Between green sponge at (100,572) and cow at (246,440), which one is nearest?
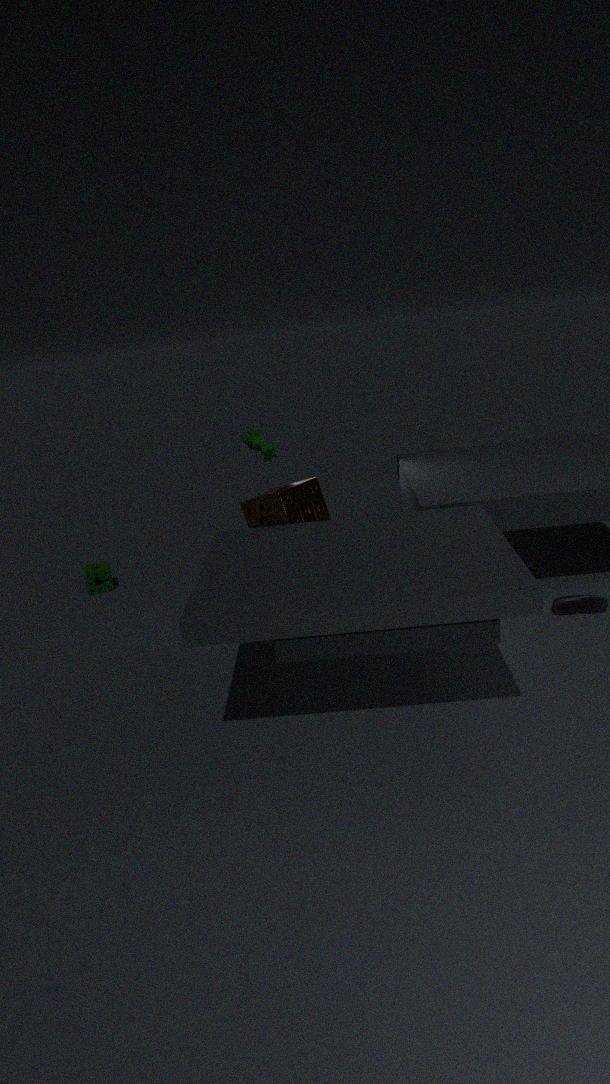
cow at (246,440)
